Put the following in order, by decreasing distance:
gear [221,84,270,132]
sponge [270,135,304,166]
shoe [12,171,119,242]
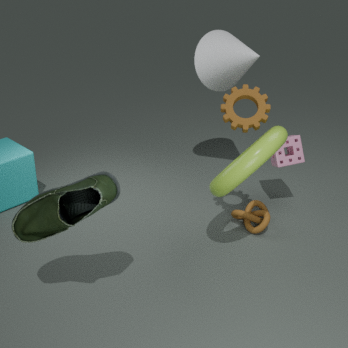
sponge [270,135,304,166]
gear [221,84,270,132]
shoe [12,171,119,242]
